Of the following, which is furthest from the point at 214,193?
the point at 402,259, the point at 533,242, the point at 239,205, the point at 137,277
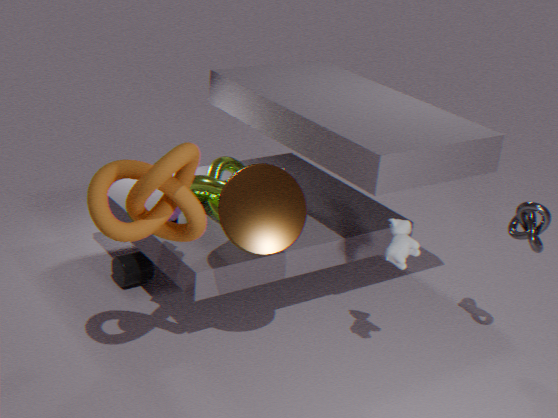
the point at 533,242
